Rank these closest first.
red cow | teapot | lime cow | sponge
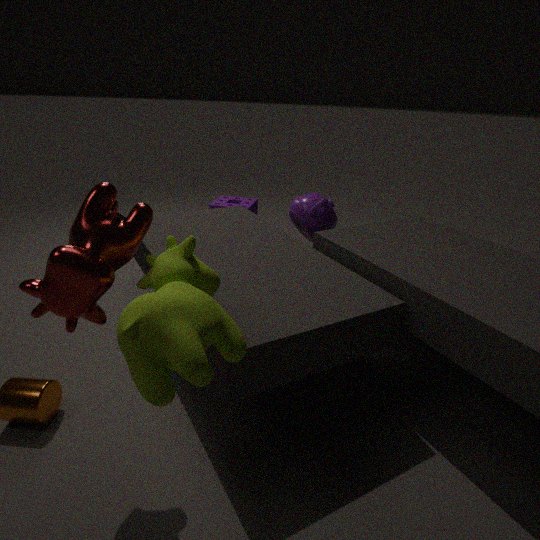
lime cow, red cow, teapot, sponge
